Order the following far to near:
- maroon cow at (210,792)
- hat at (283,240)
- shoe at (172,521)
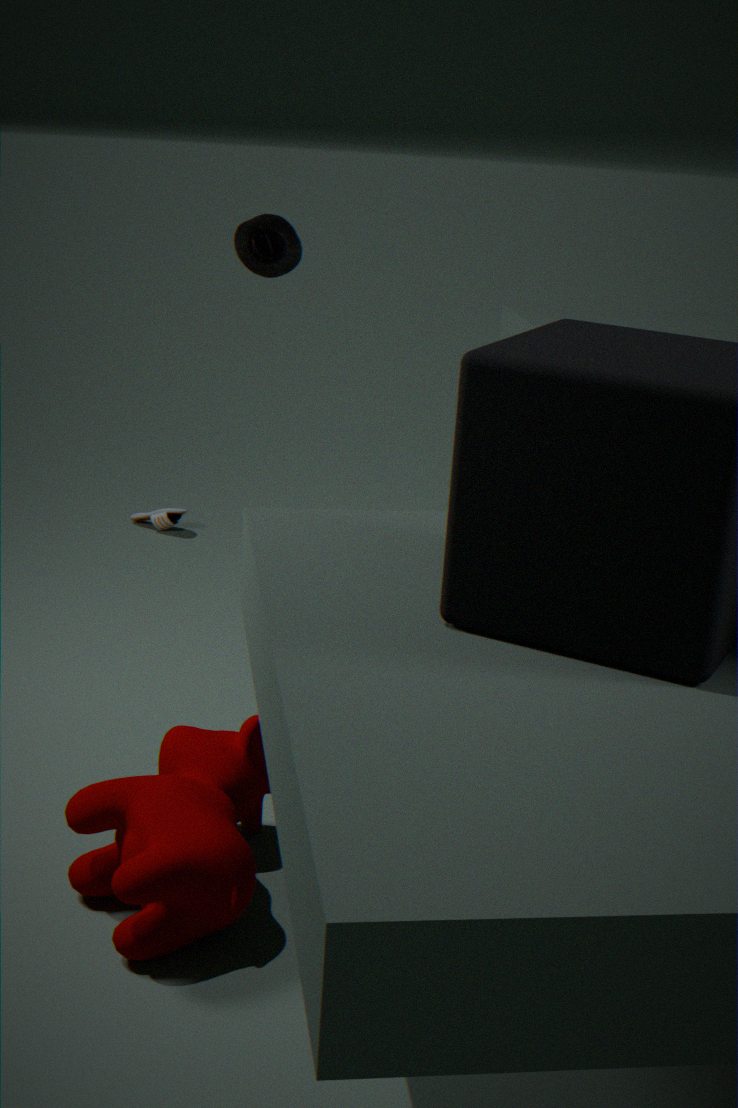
shoe at (172,521), hat at (283,240), maroon cow at (210,792)
